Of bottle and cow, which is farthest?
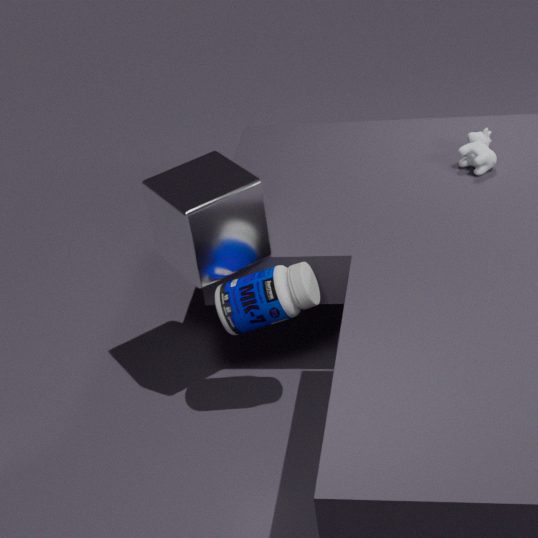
cow
